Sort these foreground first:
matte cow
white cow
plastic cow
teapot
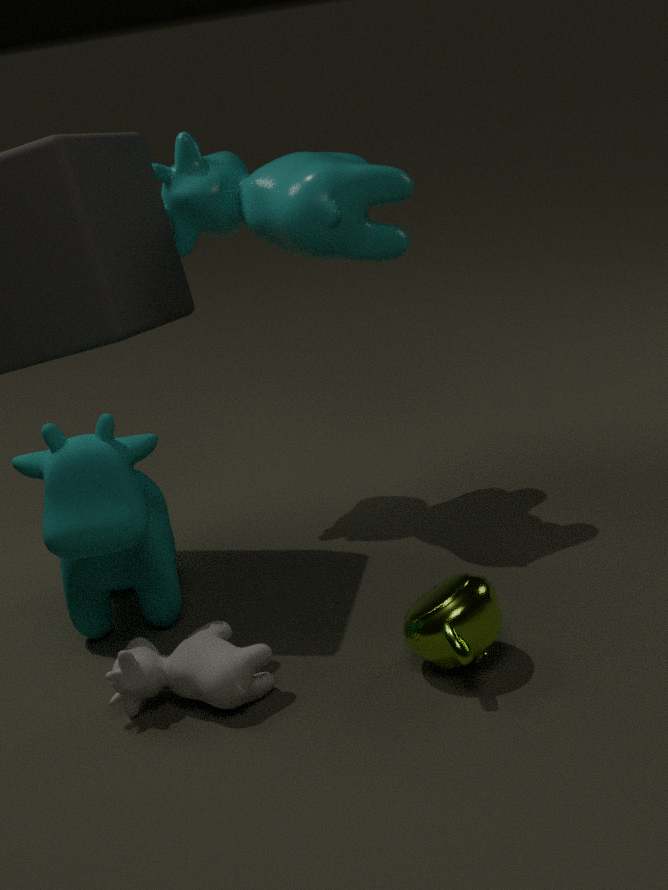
teapot, white cow, matte cow, plastic cow
